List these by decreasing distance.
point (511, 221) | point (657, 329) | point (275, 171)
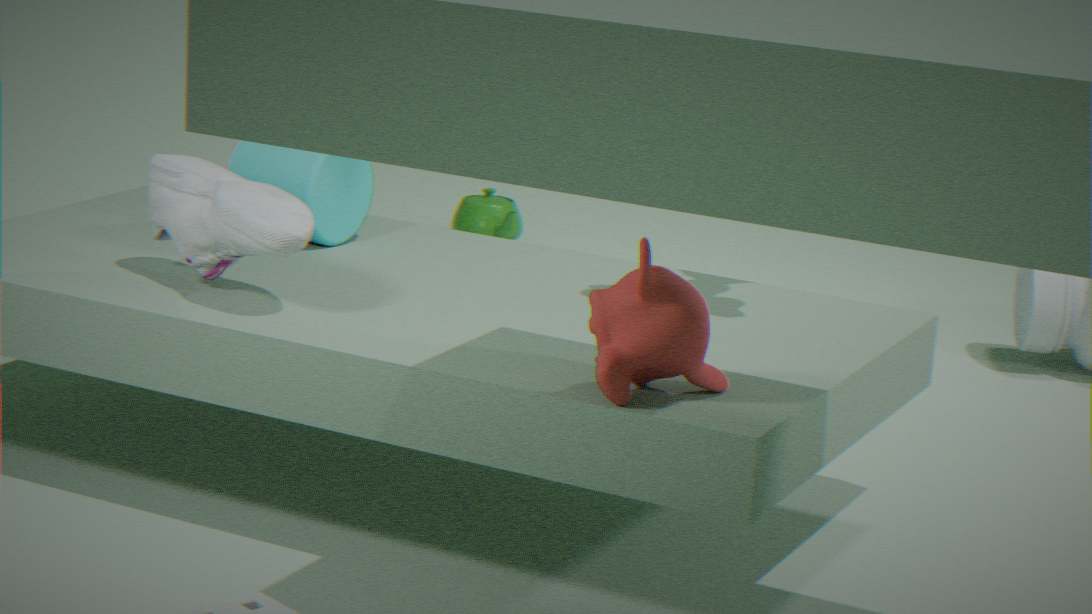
point (511, 221) < point (275, 171) < point (657, 329)
